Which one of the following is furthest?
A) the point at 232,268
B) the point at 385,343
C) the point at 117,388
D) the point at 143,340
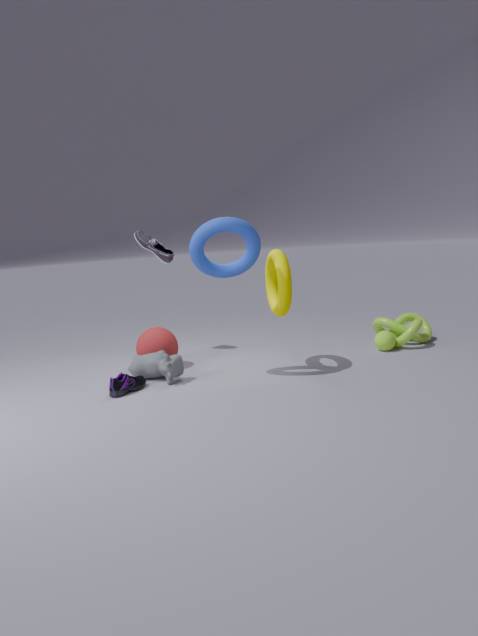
the point at 385,343
